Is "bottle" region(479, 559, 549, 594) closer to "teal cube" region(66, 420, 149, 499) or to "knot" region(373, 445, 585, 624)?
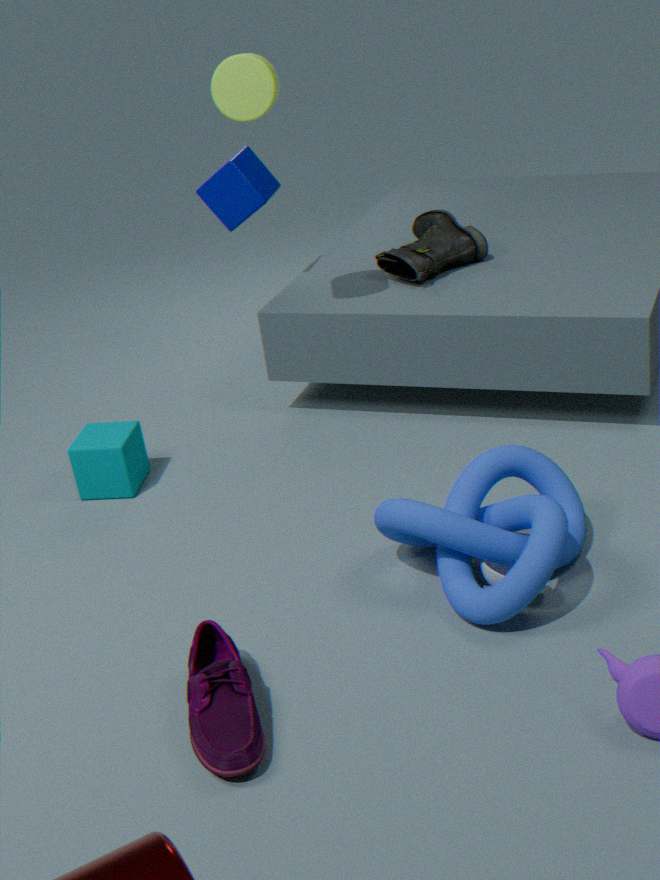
"knot" region(373, 445, 585, 624)
